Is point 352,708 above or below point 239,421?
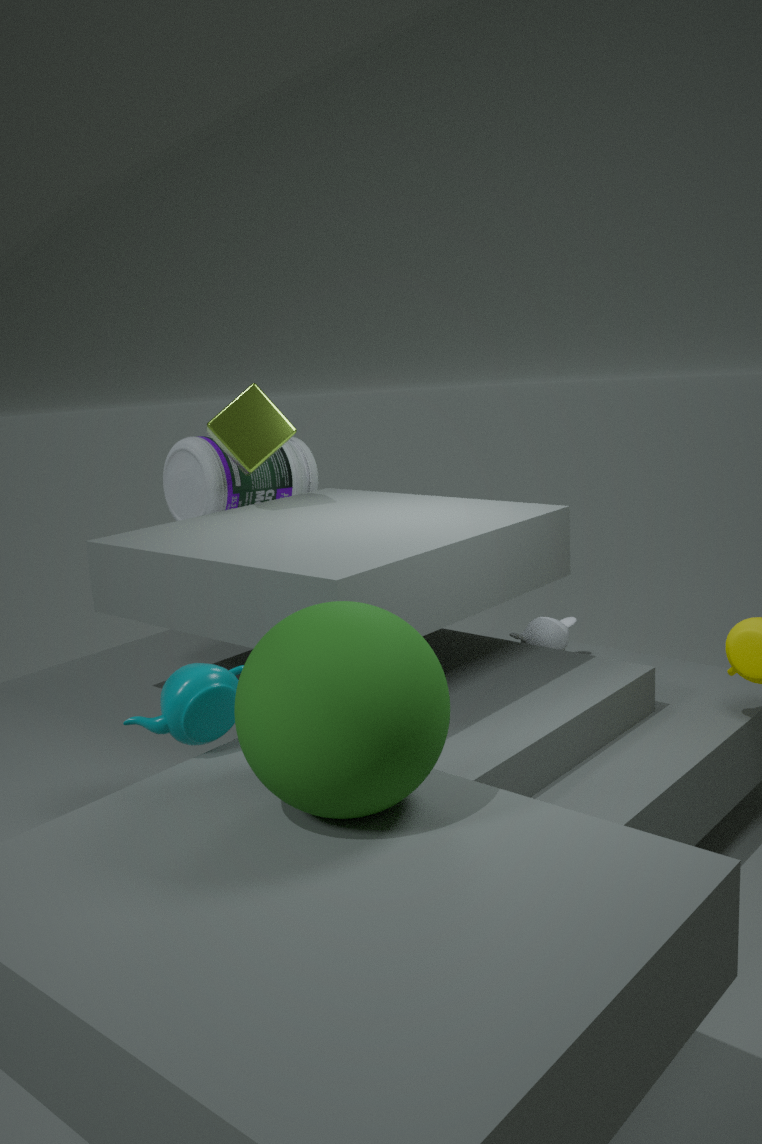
below
